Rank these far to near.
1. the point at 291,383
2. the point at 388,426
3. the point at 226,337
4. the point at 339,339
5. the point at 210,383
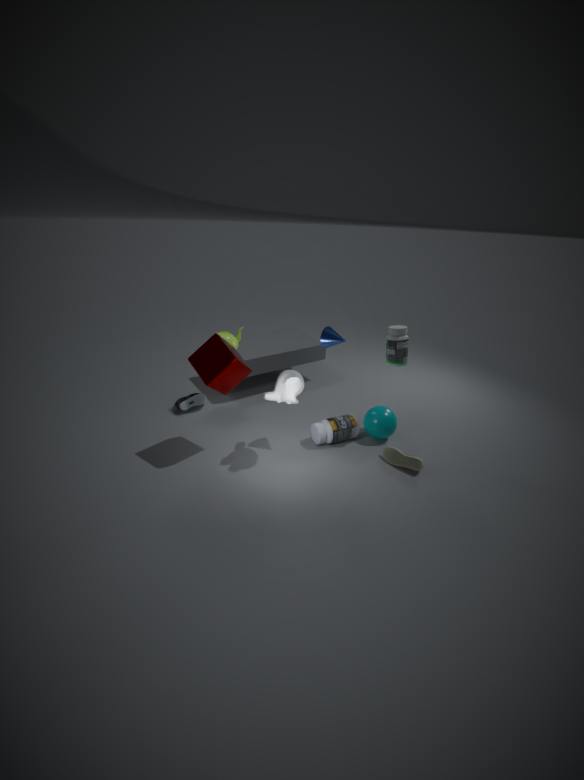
the point at 226,337 → the point at 388,426 → the point at 339,339 → the point at 291,383 → the point at 210,383
